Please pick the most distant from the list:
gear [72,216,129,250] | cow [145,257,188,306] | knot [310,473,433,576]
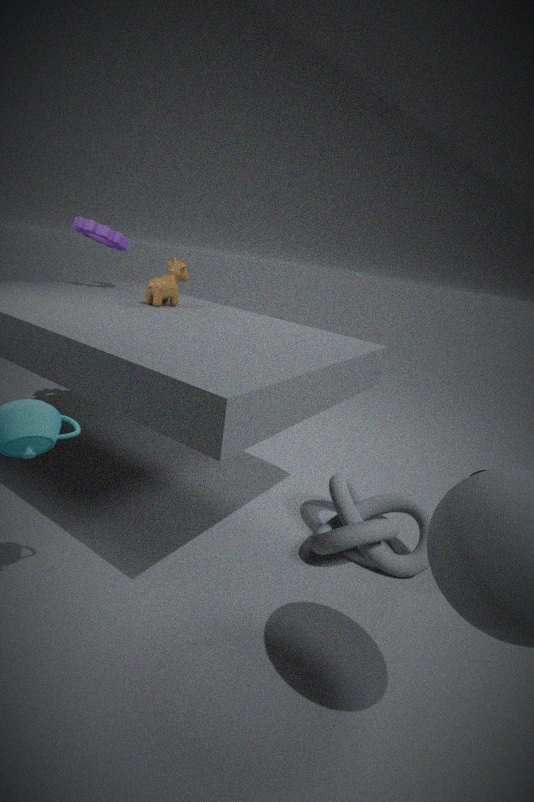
gear [72,216,129,250]
